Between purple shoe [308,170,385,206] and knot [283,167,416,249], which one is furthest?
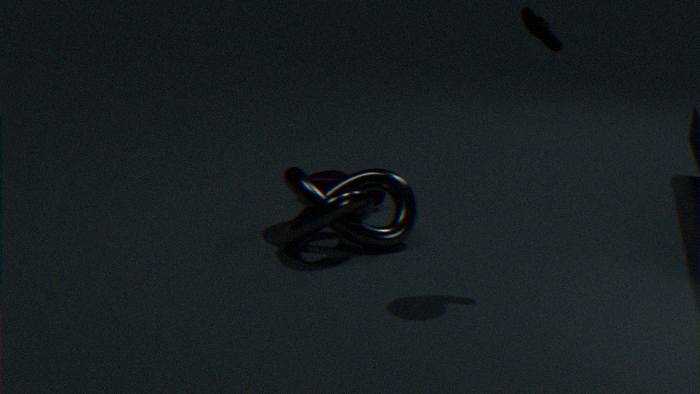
purple shoe [308,170,385,206]
